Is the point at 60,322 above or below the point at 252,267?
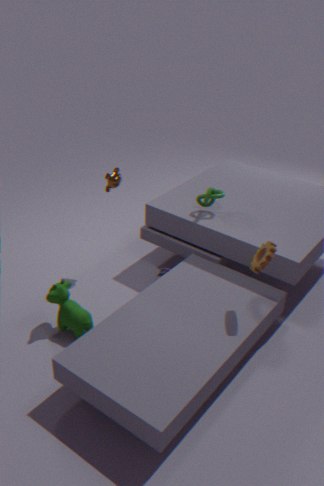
below
